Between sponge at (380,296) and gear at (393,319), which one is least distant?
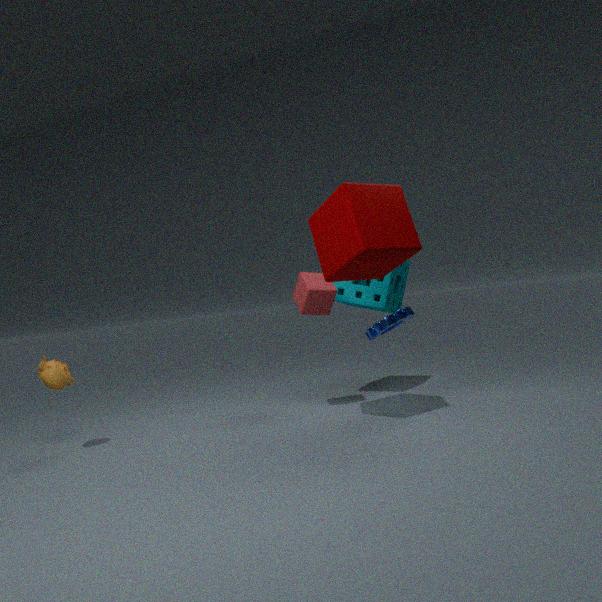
gear at (393,319)
